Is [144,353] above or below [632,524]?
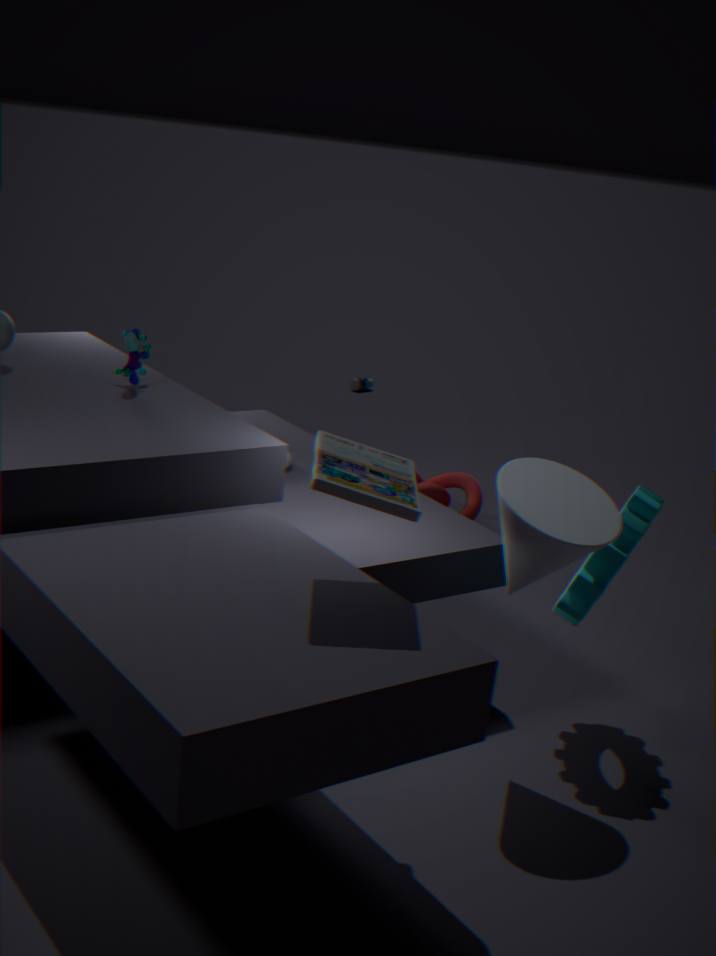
above
